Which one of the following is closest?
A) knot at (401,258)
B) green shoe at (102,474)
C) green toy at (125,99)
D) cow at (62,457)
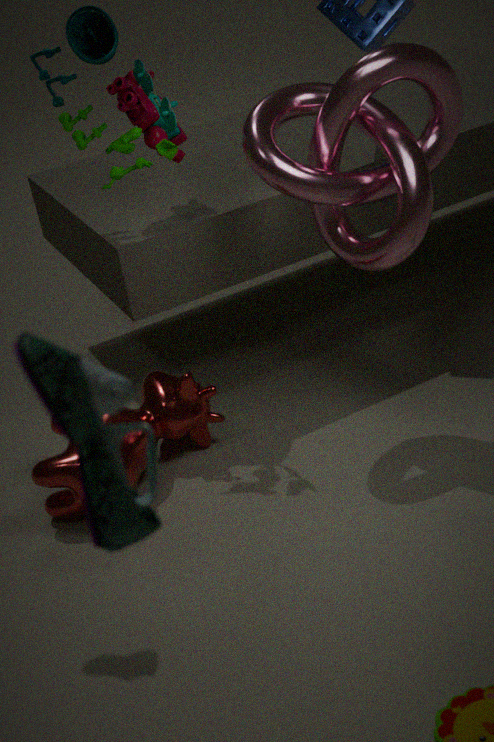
green shoe at (102,474)
